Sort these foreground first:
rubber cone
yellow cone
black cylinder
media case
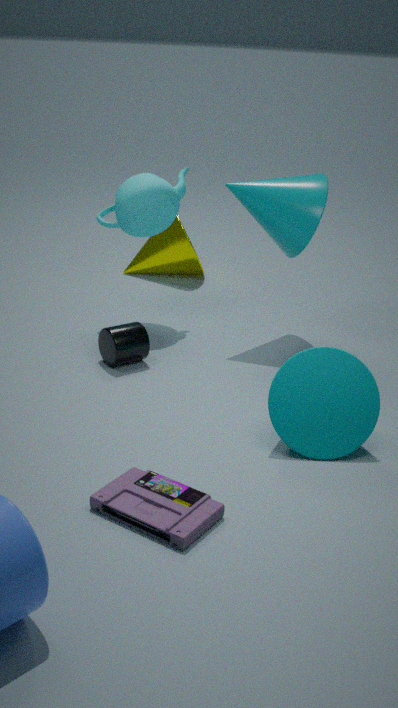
media case → rubber cone → black cylinder → yellow cone
